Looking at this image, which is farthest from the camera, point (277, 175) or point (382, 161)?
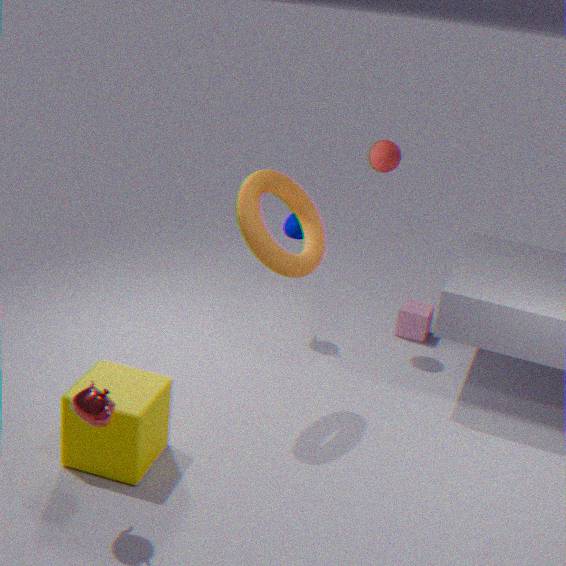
point (382, 161)
